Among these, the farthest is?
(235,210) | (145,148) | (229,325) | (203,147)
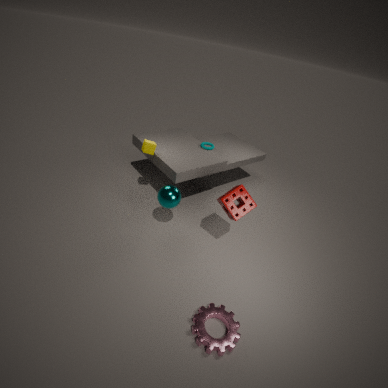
(203,147)
